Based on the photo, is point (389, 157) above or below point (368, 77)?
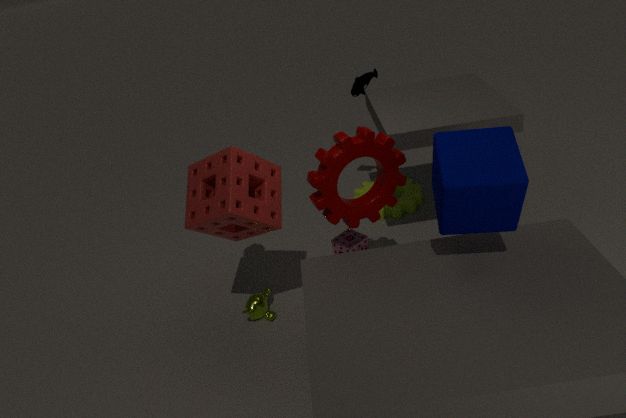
below
